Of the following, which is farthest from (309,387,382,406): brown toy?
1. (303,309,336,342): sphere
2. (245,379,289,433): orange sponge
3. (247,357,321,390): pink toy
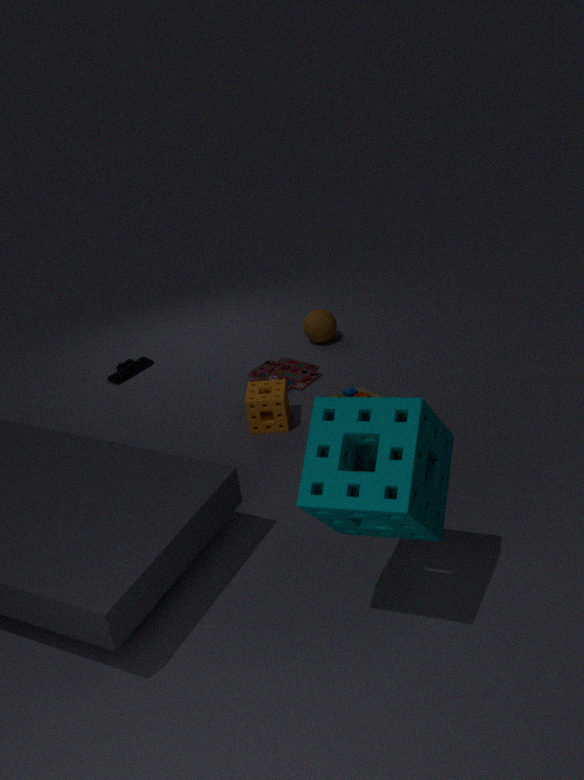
(303,309,336,342): sphere
